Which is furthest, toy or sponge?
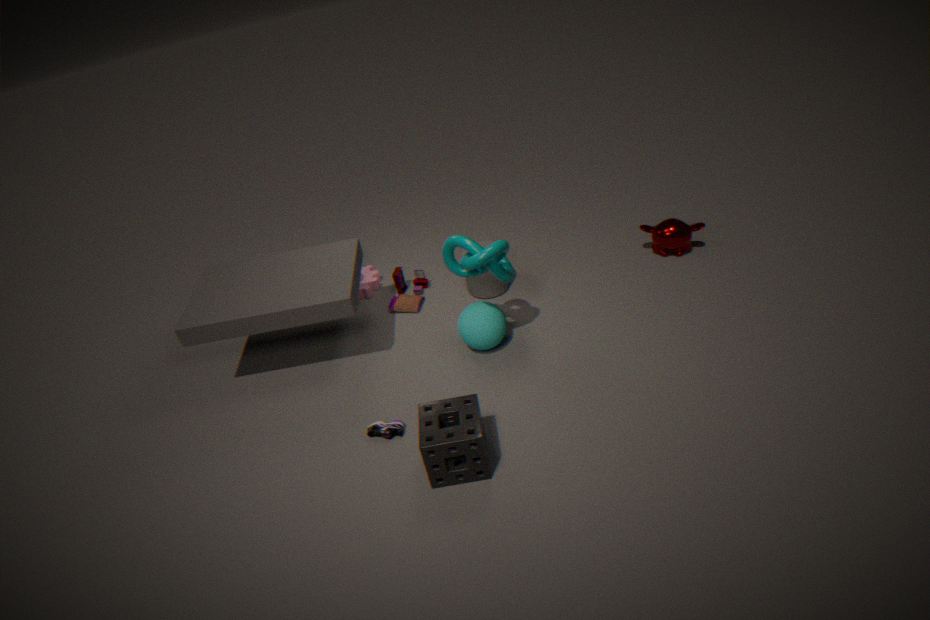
toy
